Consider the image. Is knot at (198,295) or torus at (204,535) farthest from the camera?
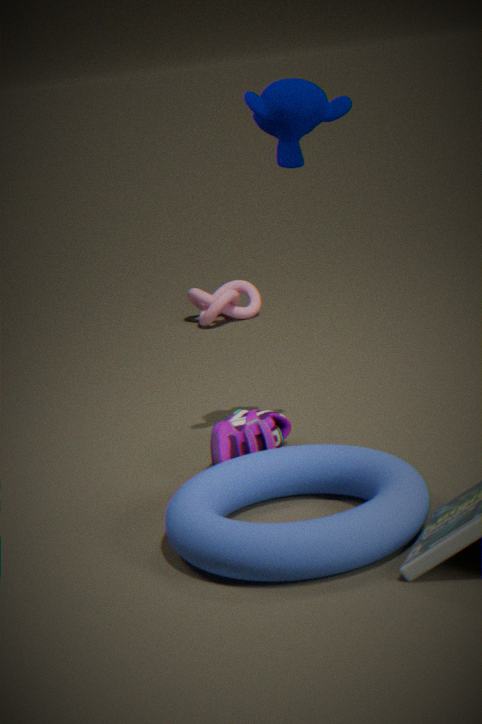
knot at (198,295)
